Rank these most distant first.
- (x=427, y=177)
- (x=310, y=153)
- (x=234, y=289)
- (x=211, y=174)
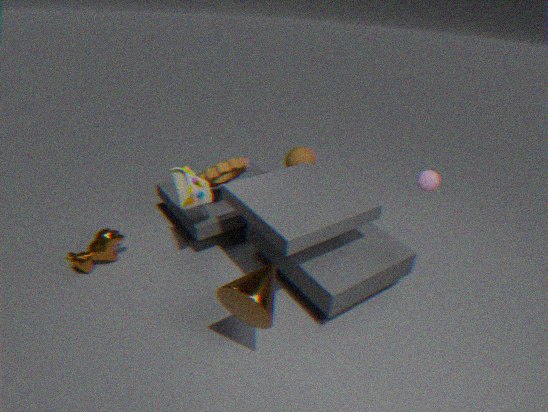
(x=310, y=153)
(x=211, y=174)
(x=427, y=177)
(x=234, y=289)
